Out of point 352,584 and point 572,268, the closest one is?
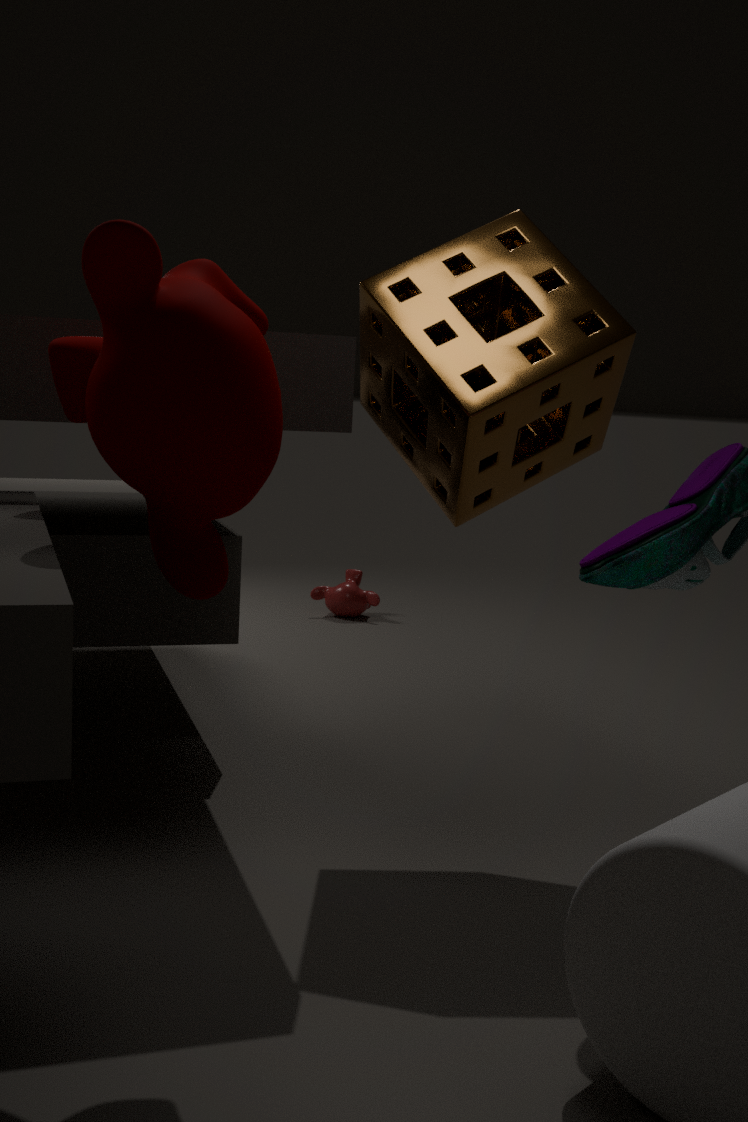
point 572,268
